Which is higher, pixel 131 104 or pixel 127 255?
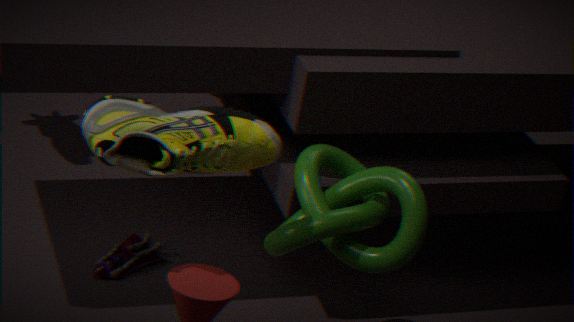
pixel 131 104
